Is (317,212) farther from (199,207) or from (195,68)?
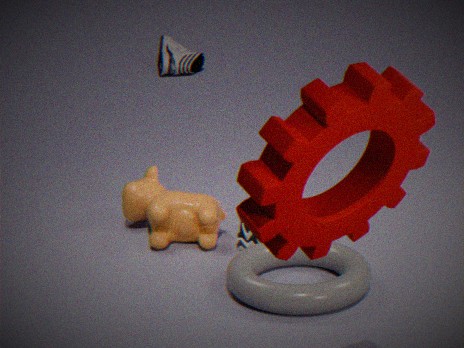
(195,68)
